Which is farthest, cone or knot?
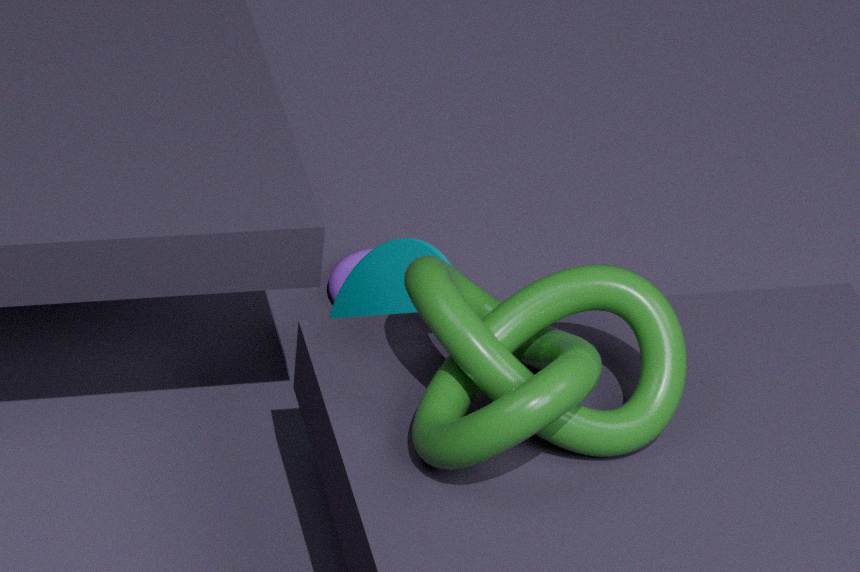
cone
